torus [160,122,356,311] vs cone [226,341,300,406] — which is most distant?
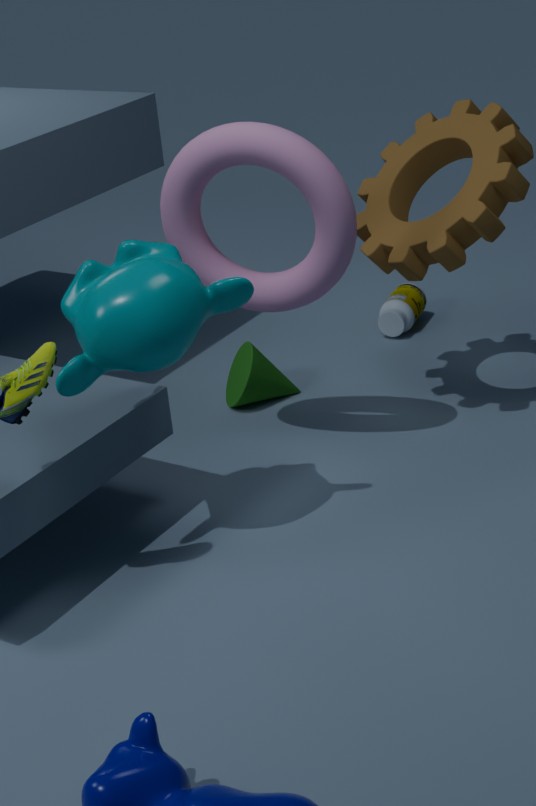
cone [226,341,300,406]
